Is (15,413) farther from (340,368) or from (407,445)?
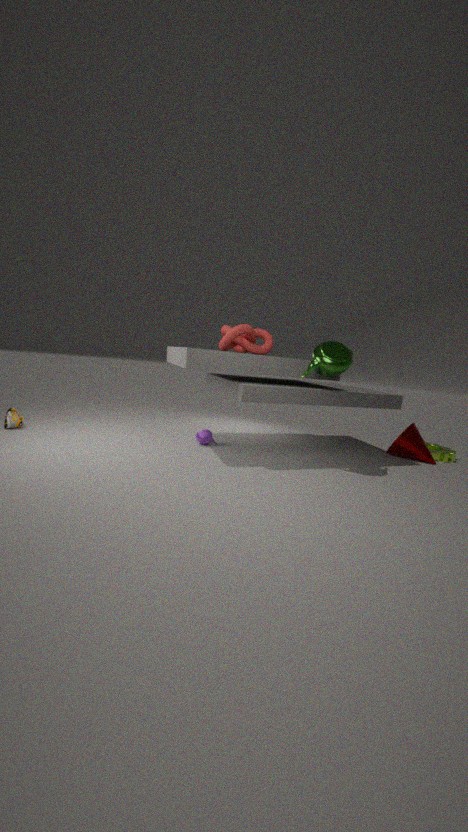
(407,445)
